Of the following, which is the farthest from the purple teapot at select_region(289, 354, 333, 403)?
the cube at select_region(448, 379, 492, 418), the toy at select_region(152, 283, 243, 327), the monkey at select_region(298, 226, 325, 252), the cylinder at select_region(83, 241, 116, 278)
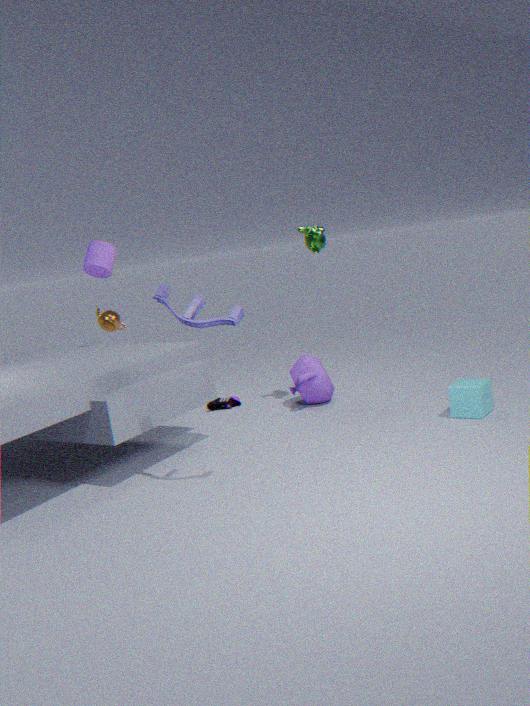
the toy at select_region(152, 283, 243, 327)
